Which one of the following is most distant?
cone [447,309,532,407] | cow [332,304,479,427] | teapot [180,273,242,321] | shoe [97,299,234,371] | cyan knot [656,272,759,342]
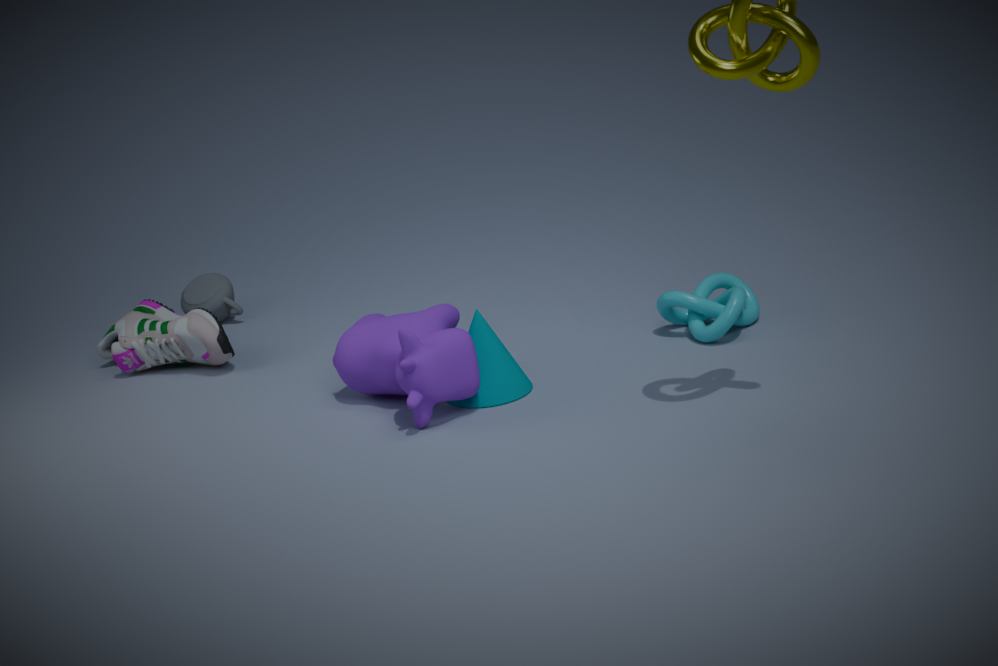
teapot [180,273,242,321]
